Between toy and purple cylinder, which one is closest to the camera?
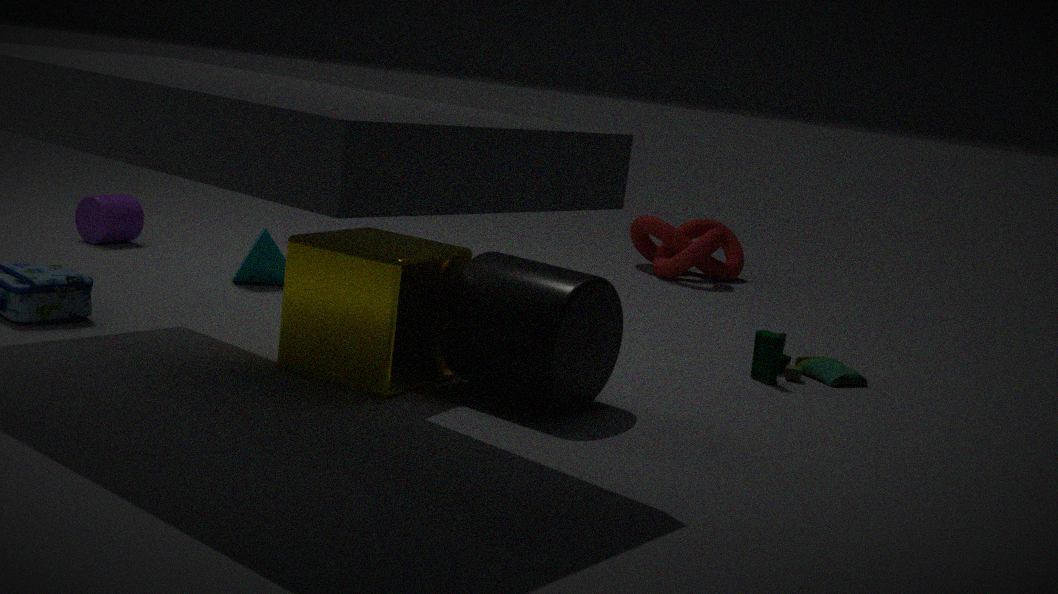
toy
